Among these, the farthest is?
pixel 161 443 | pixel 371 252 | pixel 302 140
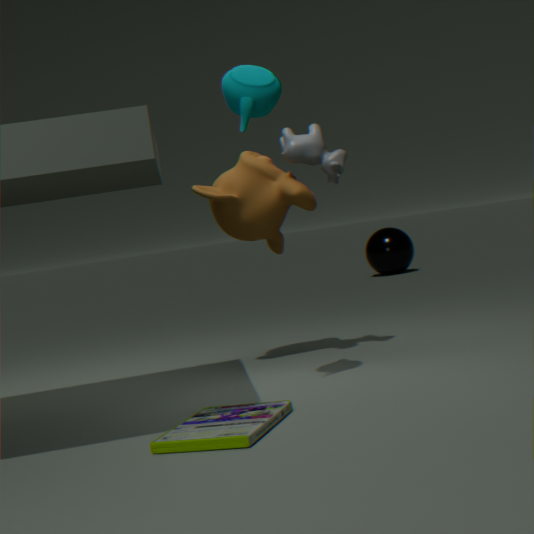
pixel 371 252
